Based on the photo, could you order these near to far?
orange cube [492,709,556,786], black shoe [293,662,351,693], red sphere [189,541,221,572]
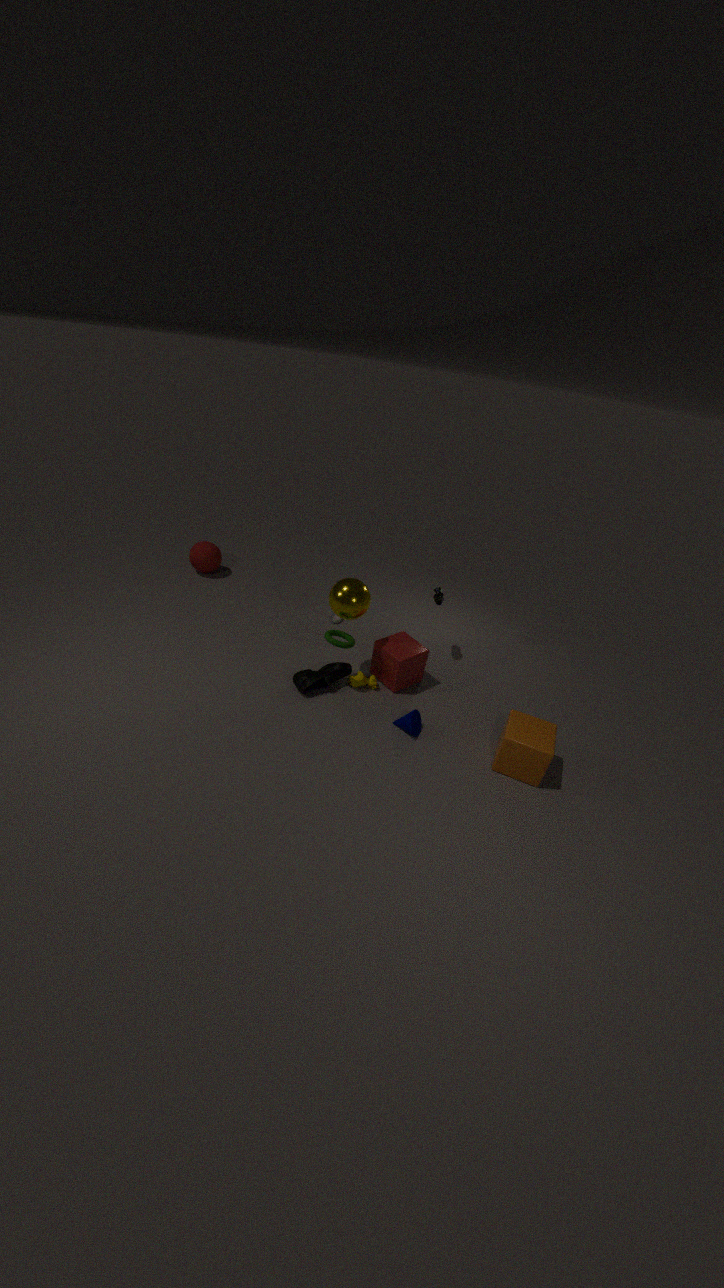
orange cube [492,709,556,786], black shoe [293,662,351,693], red sphere [189,541,221,572]
